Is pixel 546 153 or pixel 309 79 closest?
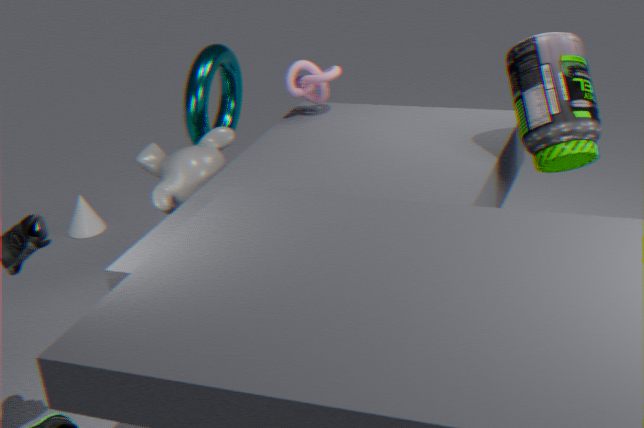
pixel 546 153
